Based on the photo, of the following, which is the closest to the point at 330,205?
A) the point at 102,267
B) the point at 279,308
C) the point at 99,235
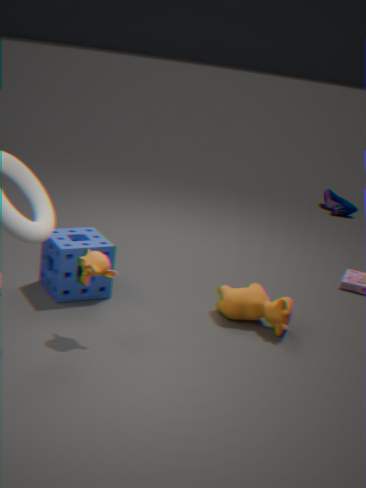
the point at 279,308
